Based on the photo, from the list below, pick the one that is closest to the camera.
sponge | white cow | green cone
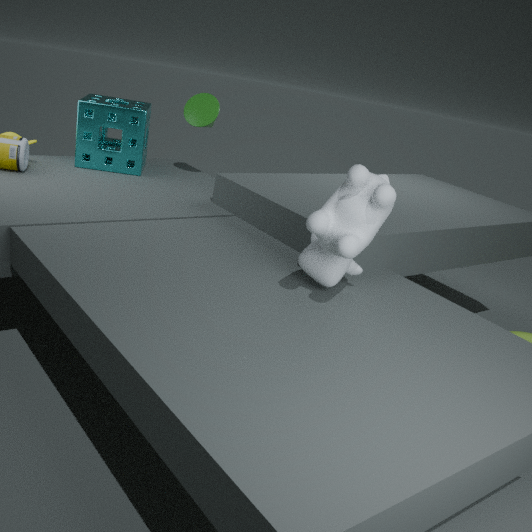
white cow
